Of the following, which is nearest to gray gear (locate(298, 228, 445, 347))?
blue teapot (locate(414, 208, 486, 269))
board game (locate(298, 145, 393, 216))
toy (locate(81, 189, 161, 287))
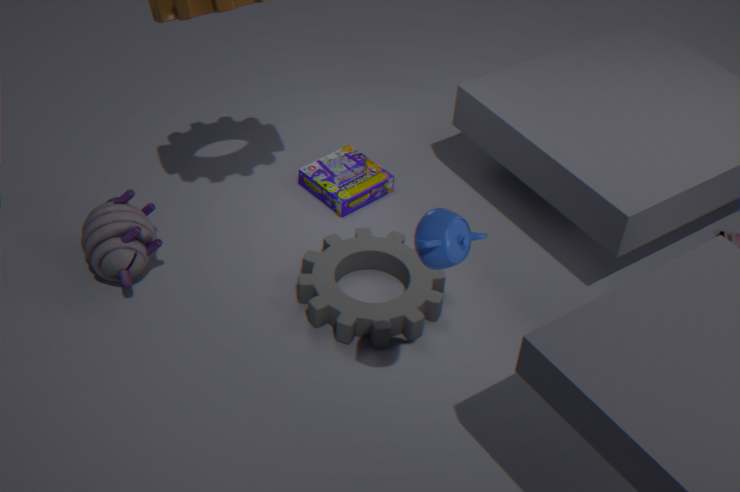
board game (locate(298, 145, 393, 216))
